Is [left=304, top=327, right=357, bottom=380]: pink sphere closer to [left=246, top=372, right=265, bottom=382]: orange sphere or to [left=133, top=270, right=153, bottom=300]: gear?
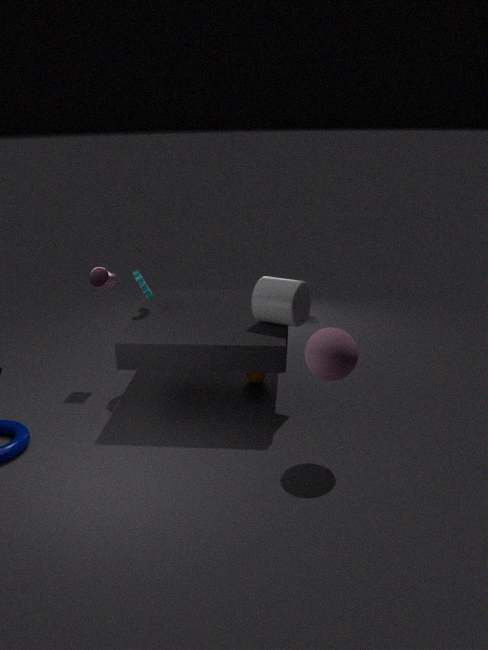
[left=246, top=372, right=265, bottom=382]: orange sphere
